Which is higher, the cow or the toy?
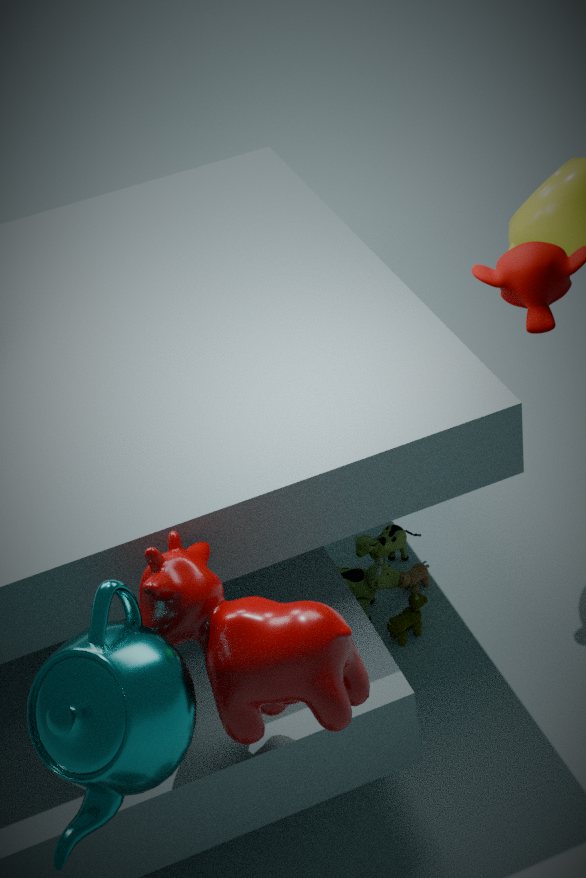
the cow
